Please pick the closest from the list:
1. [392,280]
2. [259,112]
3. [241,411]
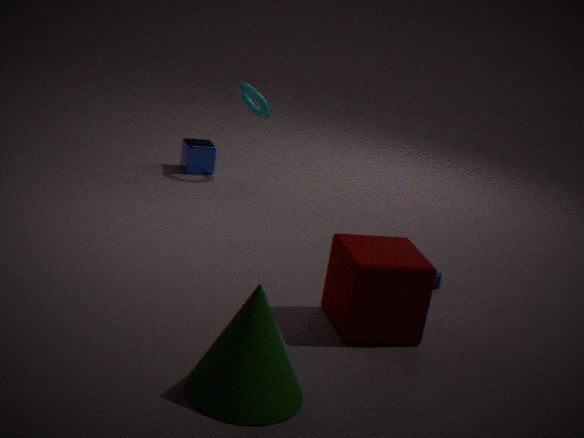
[241,411]
